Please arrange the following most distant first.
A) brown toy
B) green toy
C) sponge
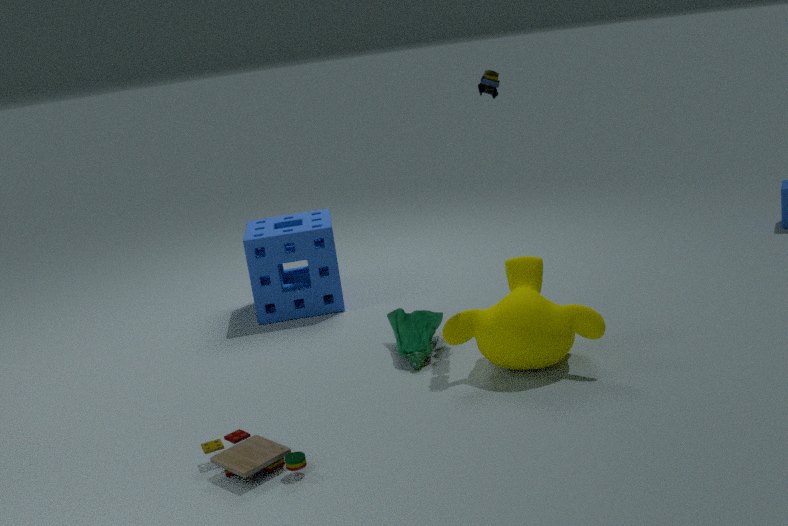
sponge → green toy → brown toy
